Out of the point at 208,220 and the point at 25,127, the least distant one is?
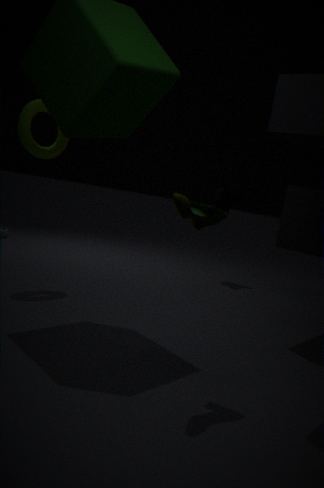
the point at 208,220
